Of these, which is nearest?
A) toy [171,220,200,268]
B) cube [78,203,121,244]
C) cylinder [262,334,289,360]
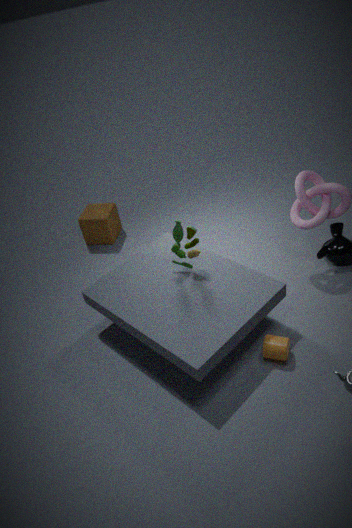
cylinder [262,334,289,360]
